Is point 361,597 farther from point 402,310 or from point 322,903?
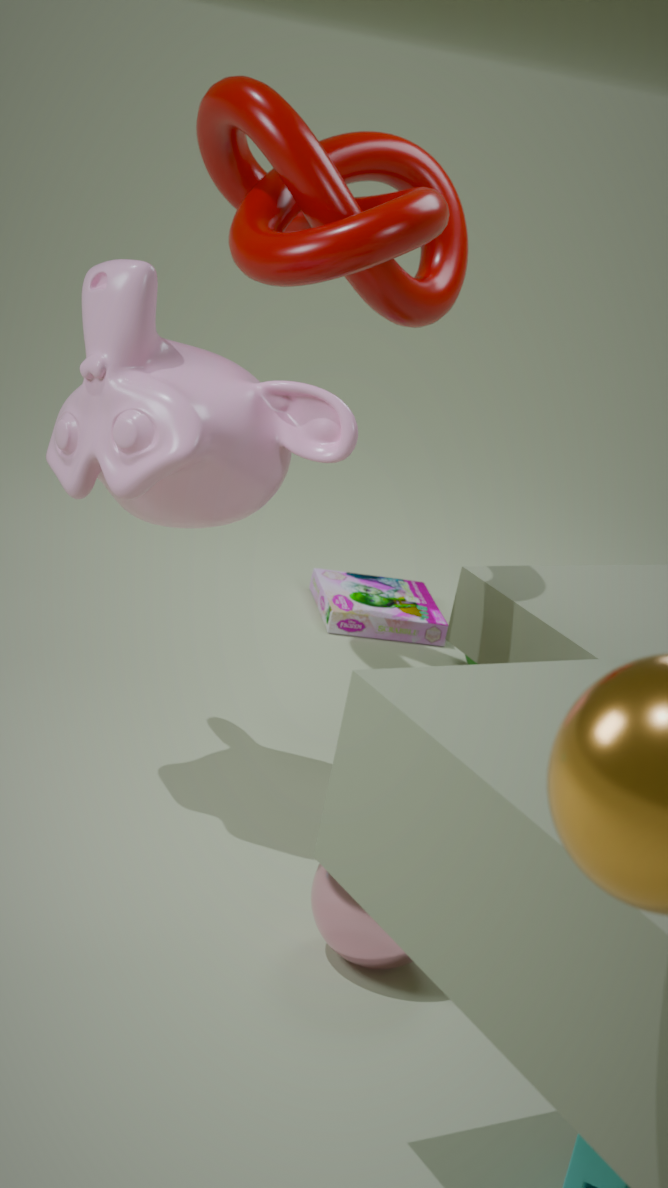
point 322,903
